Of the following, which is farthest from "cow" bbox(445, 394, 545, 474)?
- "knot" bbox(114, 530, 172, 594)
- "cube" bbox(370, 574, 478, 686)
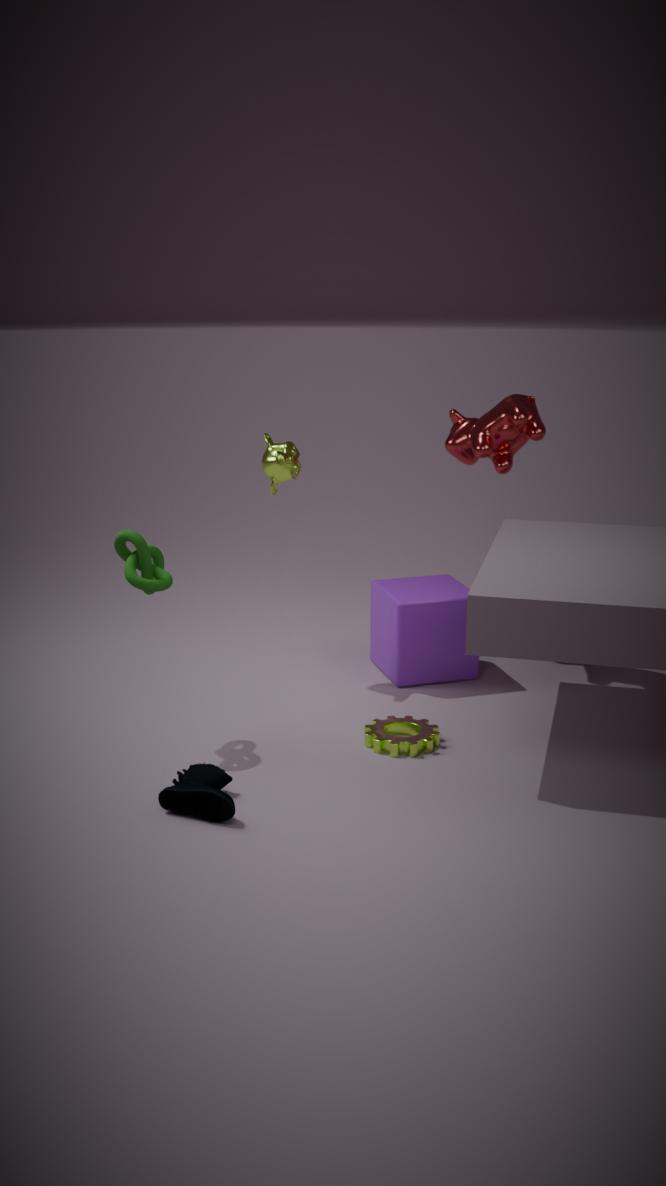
"knot" bbox(114, 530, 172, 594)
